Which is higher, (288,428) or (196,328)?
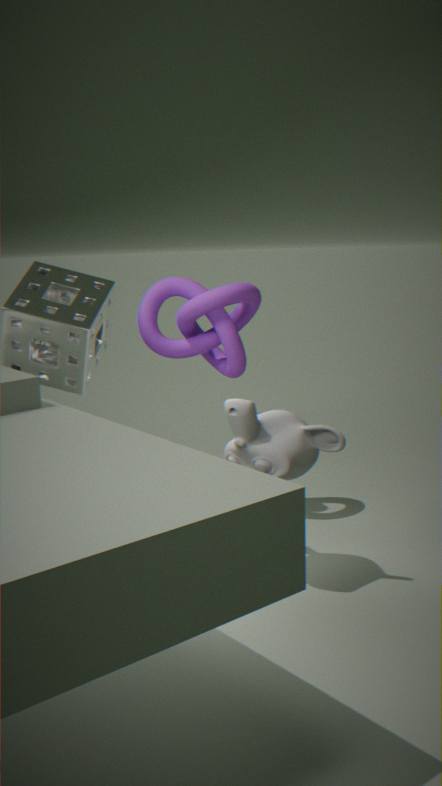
(196,328)
